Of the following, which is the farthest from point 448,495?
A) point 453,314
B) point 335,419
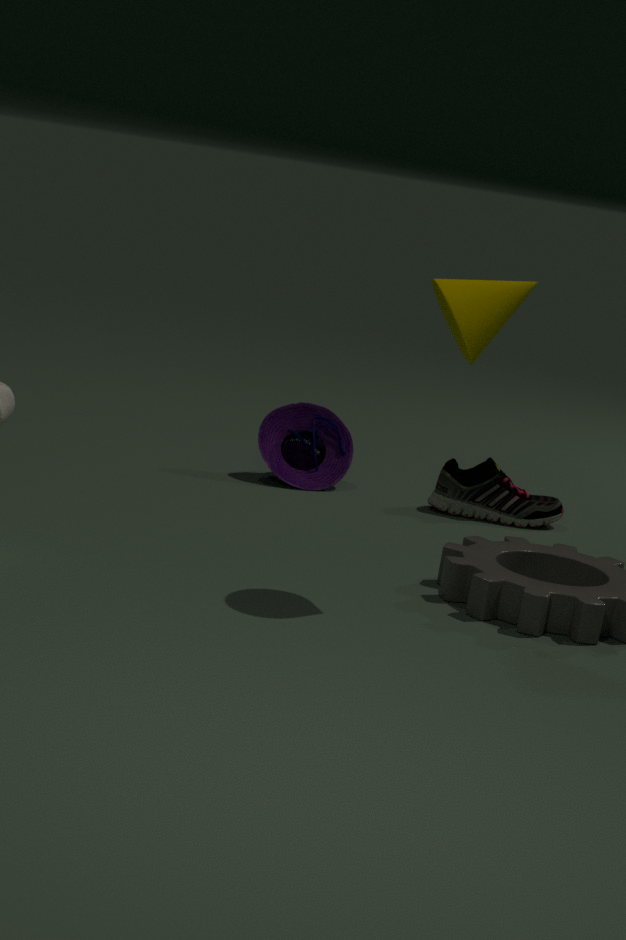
point 453,314
